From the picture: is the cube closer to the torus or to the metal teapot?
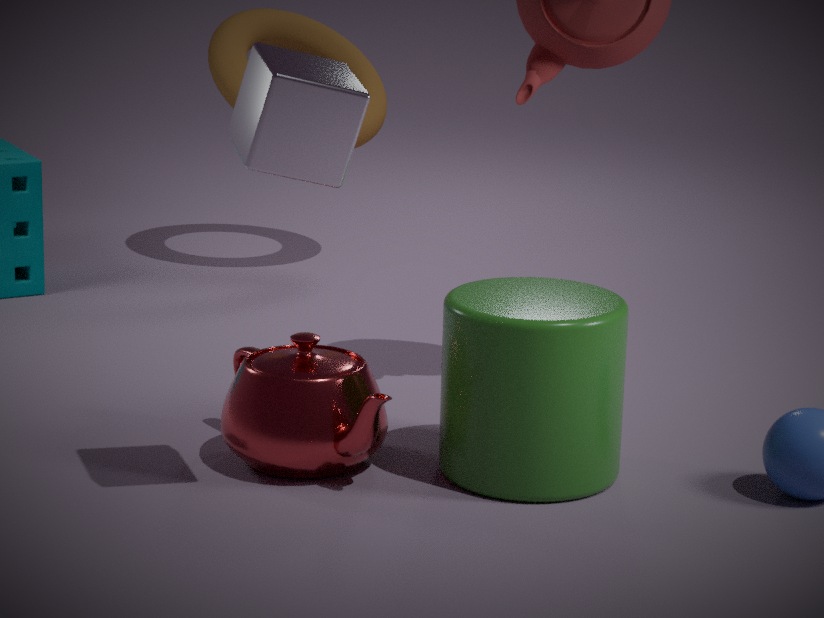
the metal teapot
